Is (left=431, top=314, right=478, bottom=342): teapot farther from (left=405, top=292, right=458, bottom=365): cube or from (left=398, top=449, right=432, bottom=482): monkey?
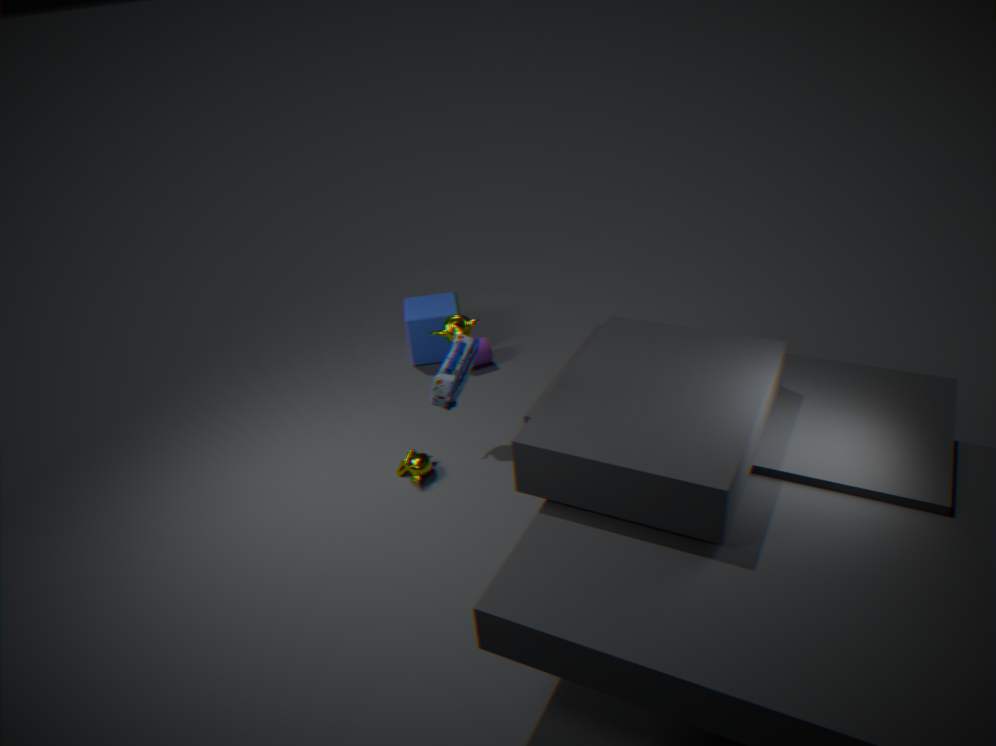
(left=405, top=292, right=458, bottom=365): cube
